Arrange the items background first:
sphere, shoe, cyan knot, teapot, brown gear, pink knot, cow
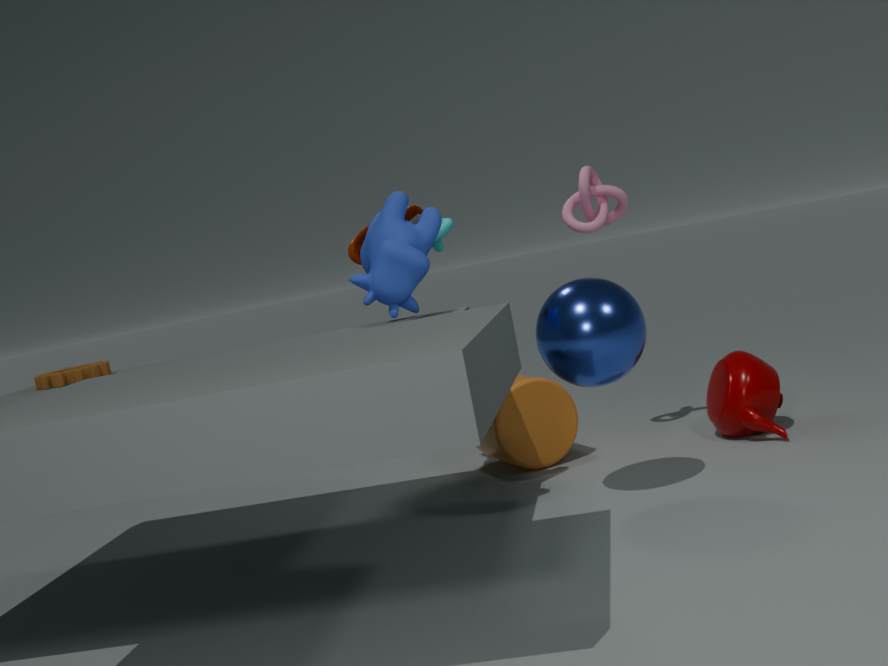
pink knot
cyan knot
teapot
brown gear
shoe
sphere
cow
